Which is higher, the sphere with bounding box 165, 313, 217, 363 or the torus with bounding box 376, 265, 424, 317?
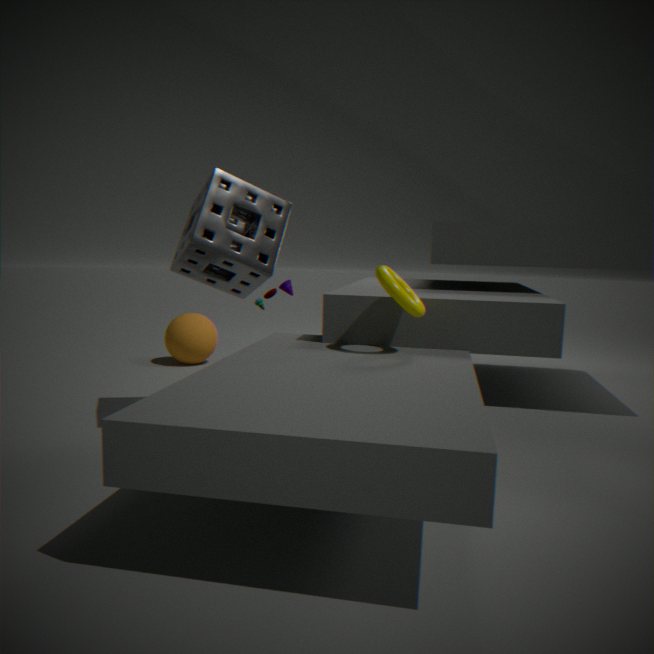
the torus with bounding box 376, 265, 424, 317
